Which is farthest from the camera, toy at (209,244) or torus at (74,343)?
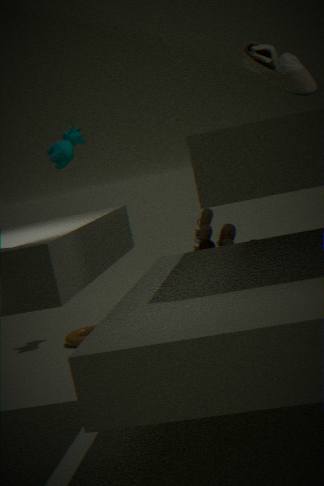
torus at (74,343)
